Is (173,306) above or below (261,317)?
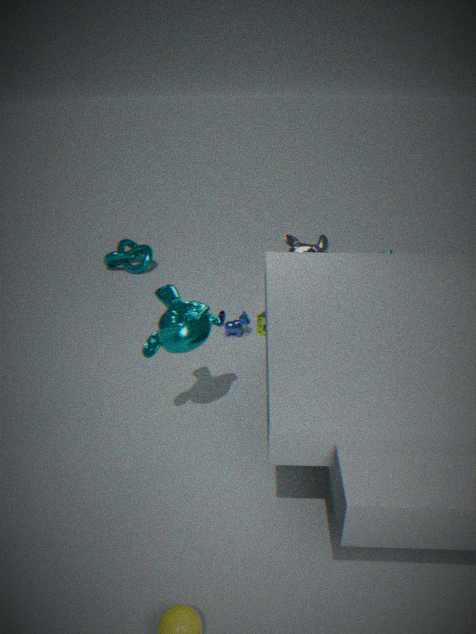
above
